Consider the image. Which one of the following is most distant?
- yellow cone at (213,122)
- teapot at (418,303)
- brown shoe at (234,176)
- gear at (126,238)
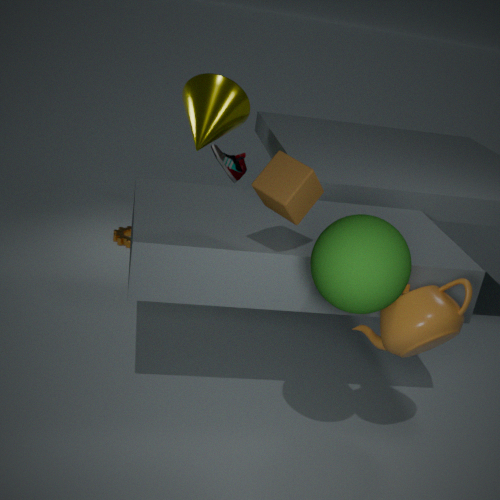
brown shoe at (234,176)
